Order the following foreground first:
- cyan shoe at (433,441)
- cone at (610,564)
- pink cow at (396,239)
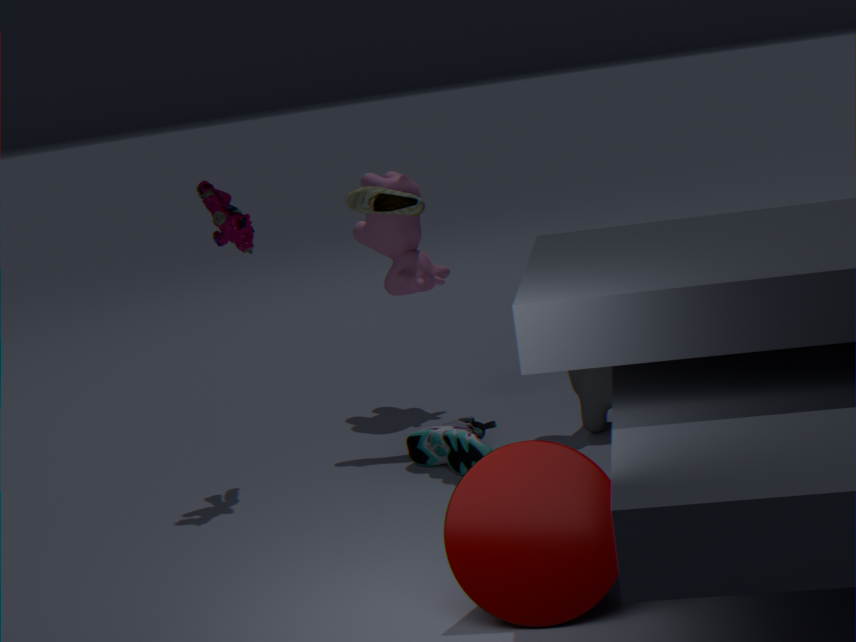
cone at (610,564) < cyan shoe at (433,441) < pink cow at (396,239)
